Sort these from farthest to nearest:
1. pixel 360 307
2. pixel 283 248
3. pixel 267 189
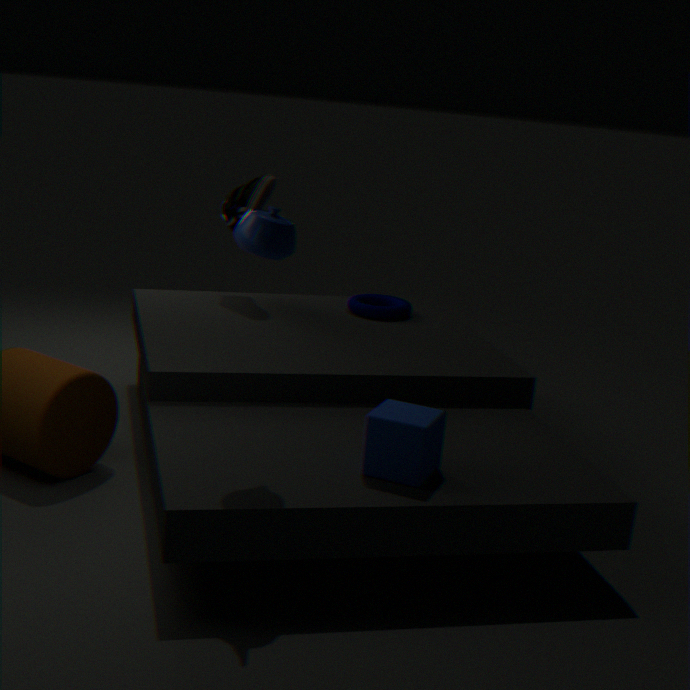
pixel 360 307
pixel 267 189
pixel 283 248
